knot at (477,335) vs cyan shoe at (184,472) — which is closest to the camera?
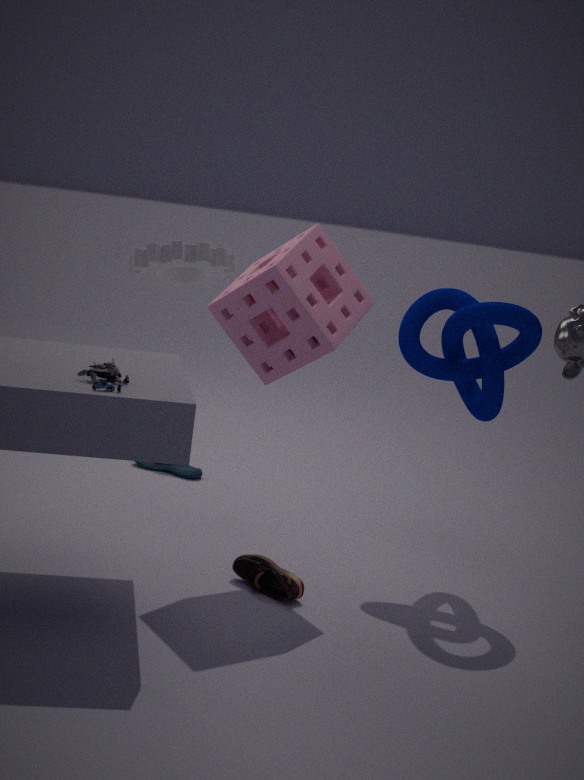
knot at (477,335)
